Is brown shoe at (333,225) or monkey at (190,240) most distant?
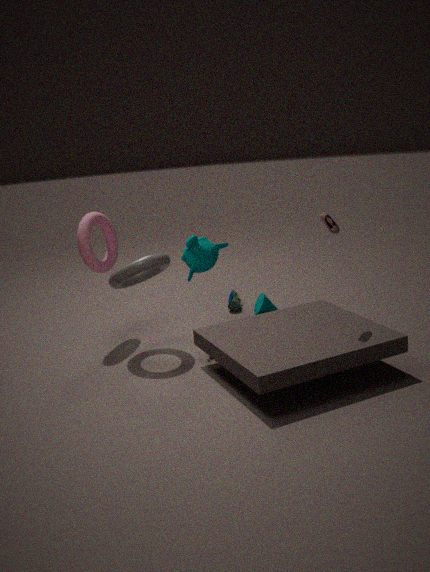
monkey at (190,240)
